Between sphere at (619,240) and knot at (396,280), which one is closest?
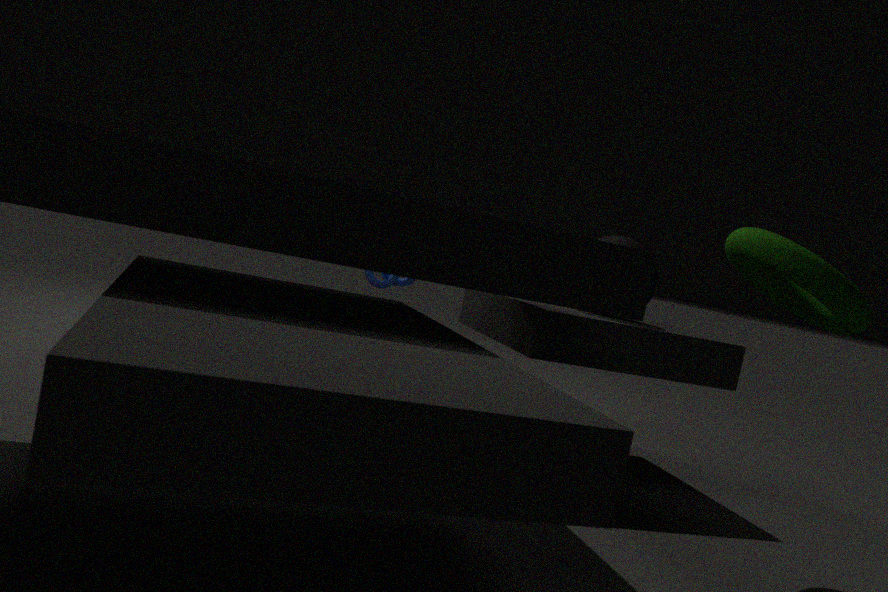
sphere at (619,240)
